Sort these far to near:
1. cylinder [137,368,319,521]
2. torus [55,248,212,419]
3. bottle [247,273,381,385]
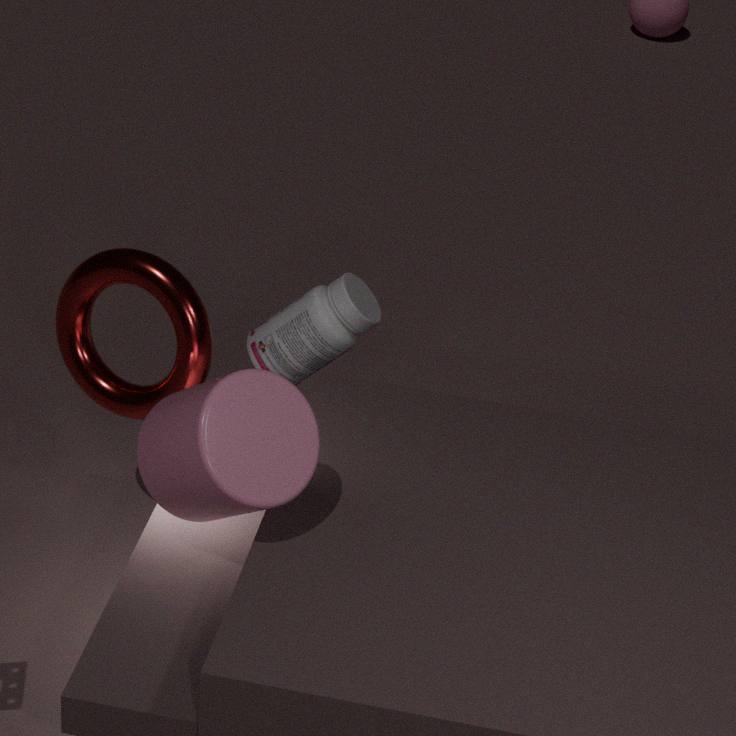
1. bottle [247,273,381,385]
2. torus [55,248,212,419]
3. cylinder [137,368,319,521]
